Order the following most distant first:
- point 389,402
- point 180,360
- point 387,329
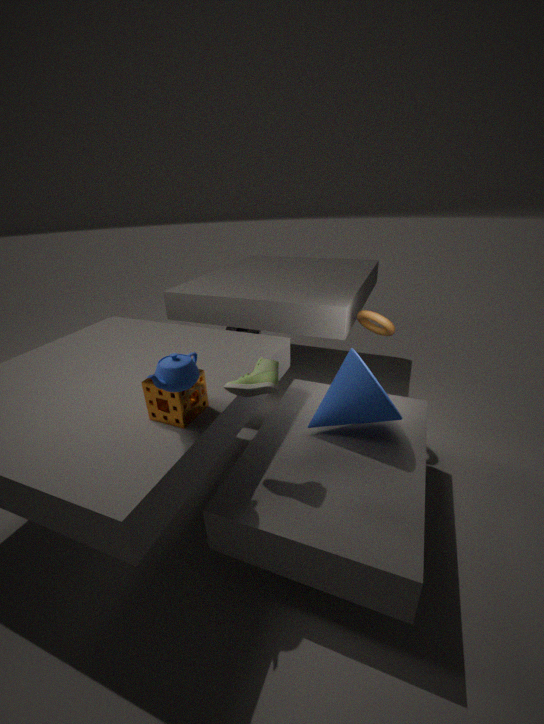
point 387,329
point 389,402
point 180,360
